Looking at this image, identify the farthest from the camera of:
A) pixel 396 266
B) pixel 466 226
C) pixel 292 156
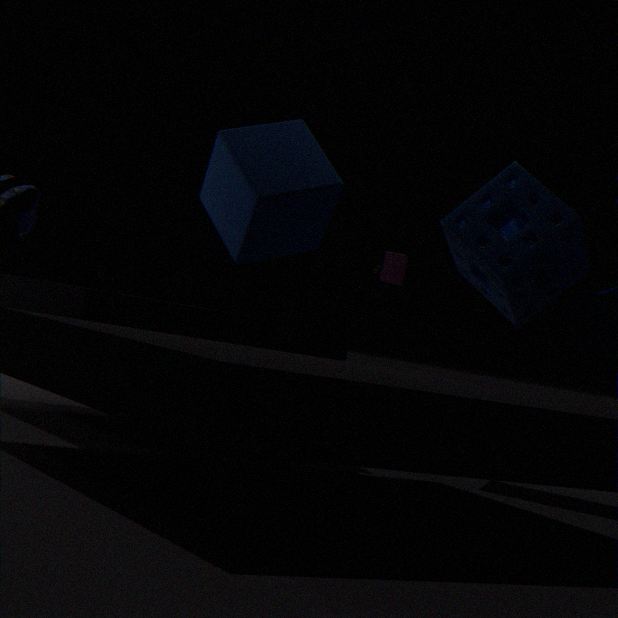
pixel 396 266
